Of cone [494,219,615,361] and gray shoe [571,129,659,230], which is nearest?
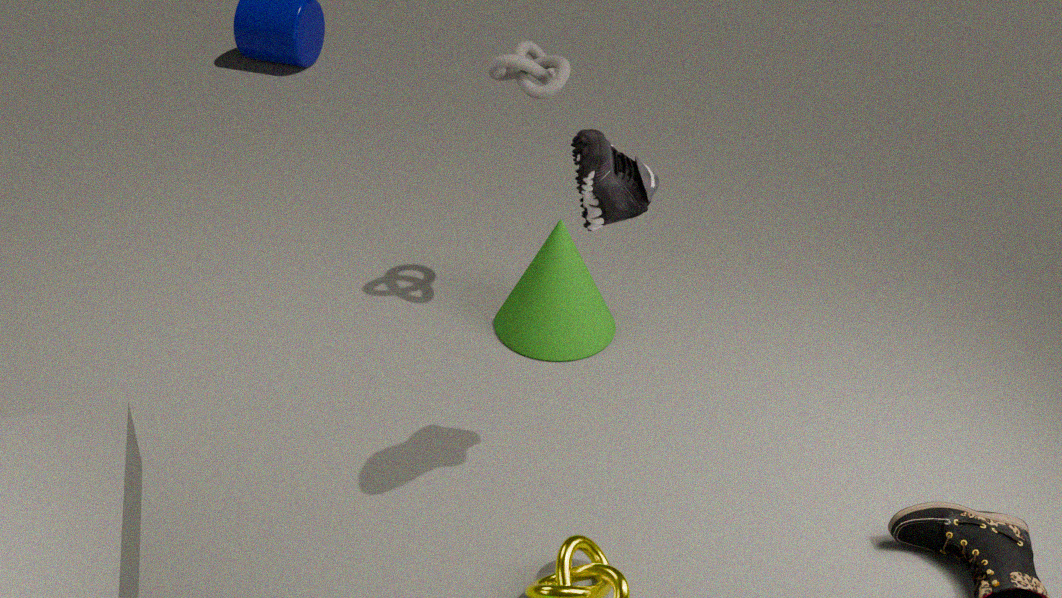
gray shoe [571,129,659,230]
